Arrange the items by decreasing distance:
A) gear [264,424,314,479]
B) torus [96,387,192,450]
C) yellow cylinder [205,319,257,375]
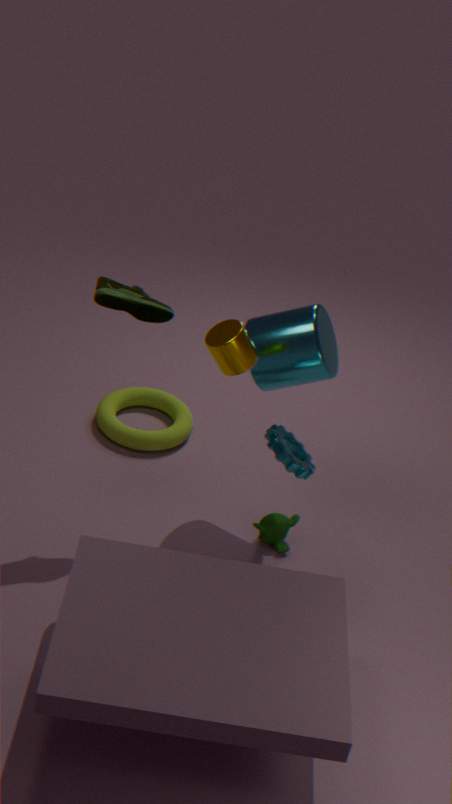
torus [96,387,192,450]
gear [264,424,314,479]
yellow cylinder [205,319,257,375]
